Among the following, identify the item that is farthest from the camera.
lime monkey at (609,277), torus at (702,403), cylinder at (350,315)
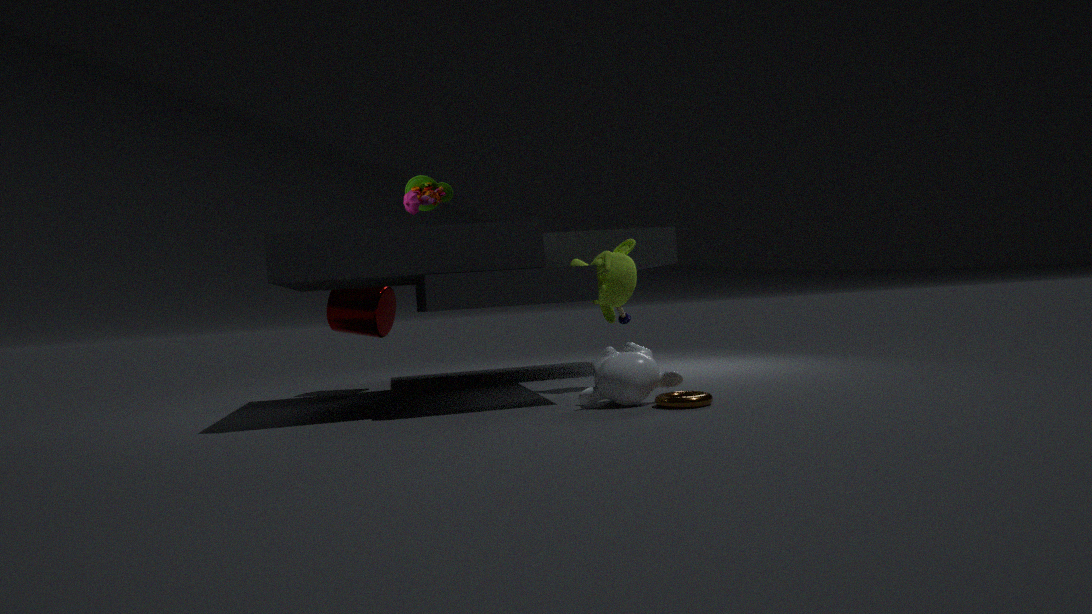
cylinder at (350,315)
